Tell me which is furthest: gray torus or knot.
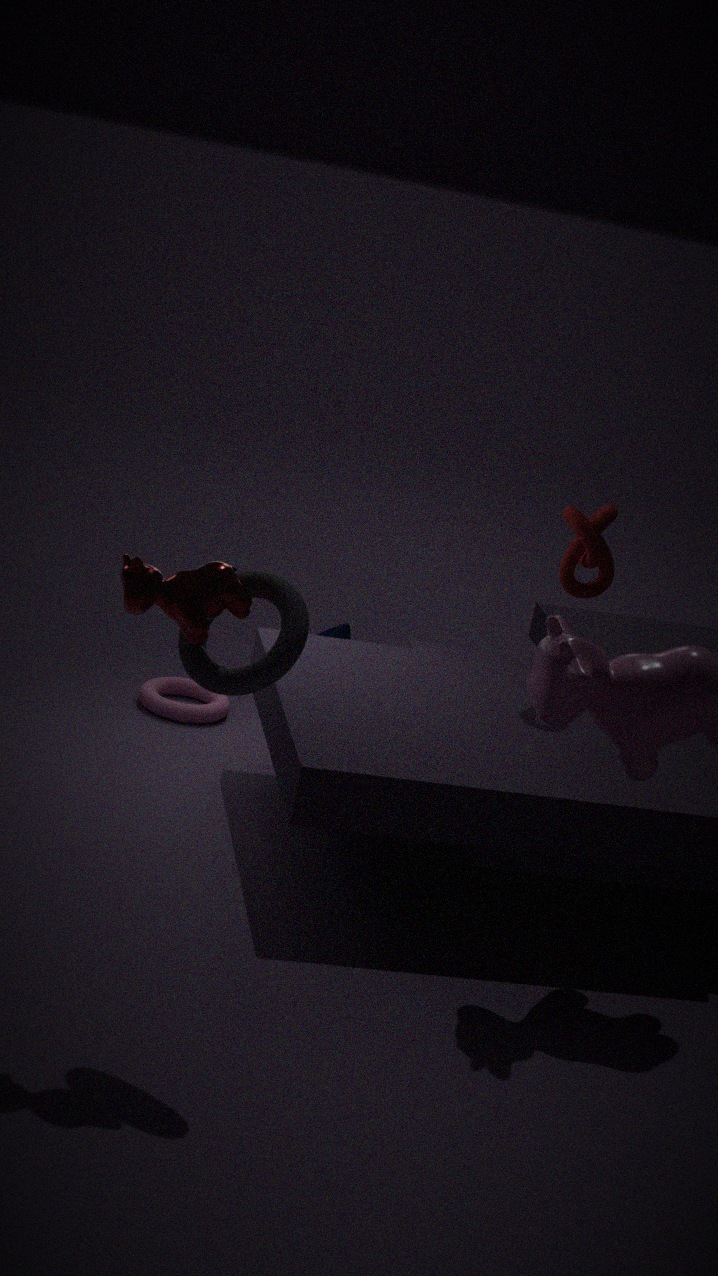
knot
